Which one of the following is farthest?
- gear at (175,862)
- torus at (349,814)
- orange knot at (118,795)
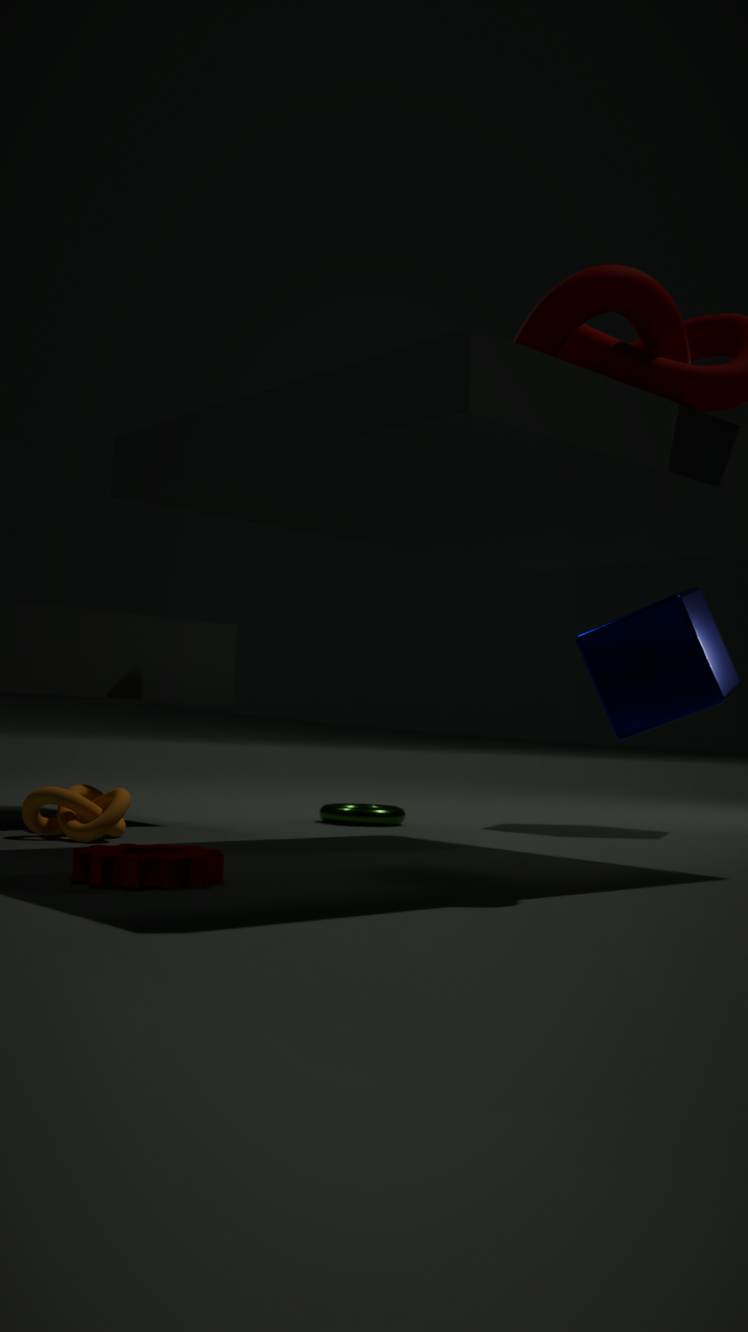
torus at (349,814)
